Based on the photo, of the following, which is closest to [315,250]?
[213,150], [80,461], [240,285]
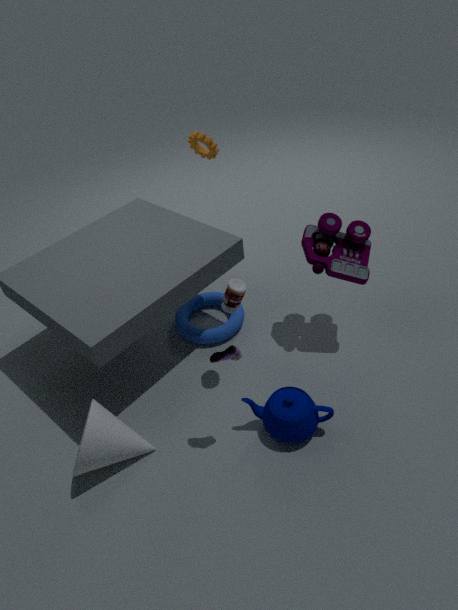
[240,285]
